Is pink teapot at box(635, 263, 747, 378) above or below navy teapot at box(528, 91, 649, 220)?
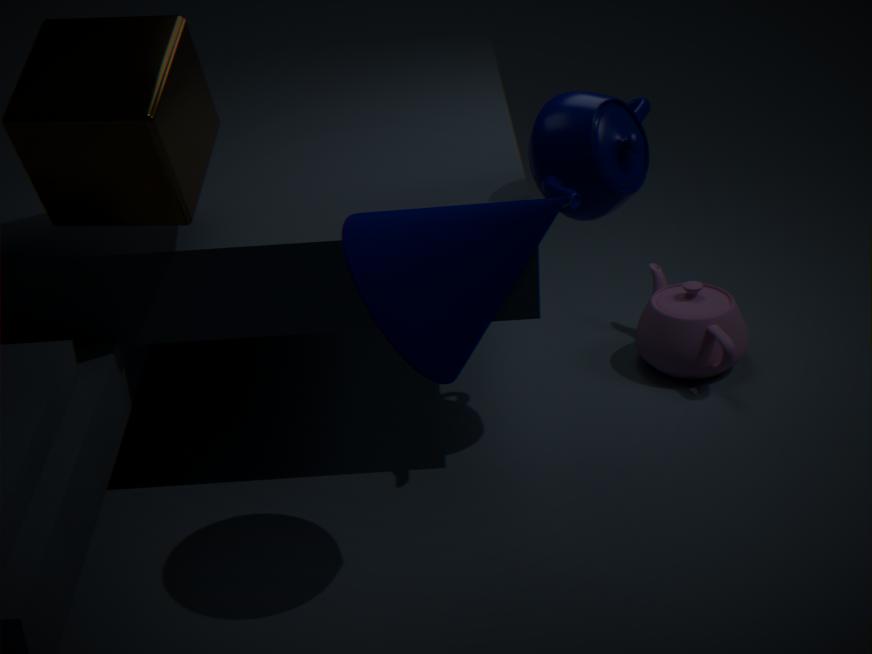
below
